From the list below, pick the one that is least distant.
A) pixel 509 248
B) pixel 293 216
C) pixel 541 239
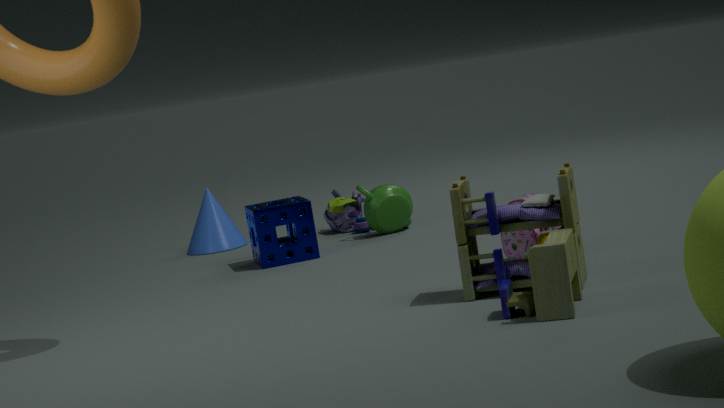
pixel 541 239
